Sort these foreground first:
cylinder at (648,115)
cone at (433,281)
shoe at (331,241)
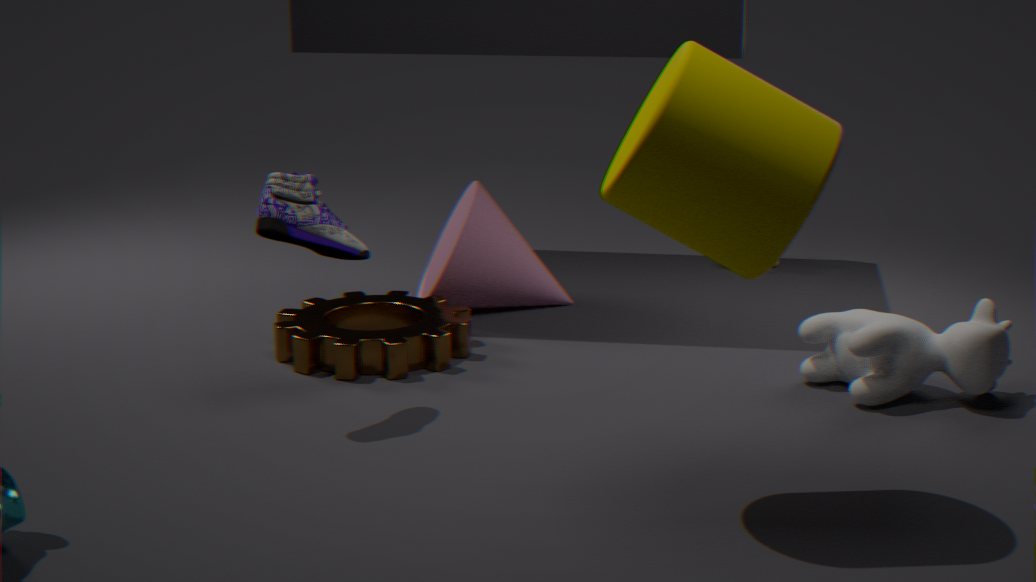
1. cylinder at (648,115)
2. shoe at (331,241)
3. cone at (433,281)
